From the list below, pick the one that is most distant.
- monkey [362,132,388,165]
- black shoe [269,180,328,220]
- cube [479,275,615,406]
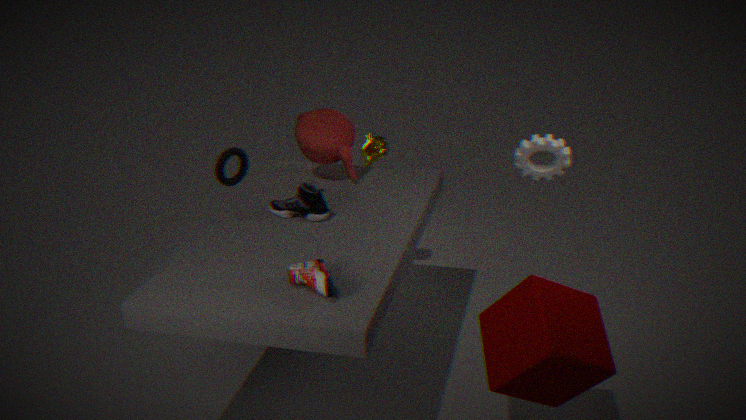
monkey [362,132,388,165]
